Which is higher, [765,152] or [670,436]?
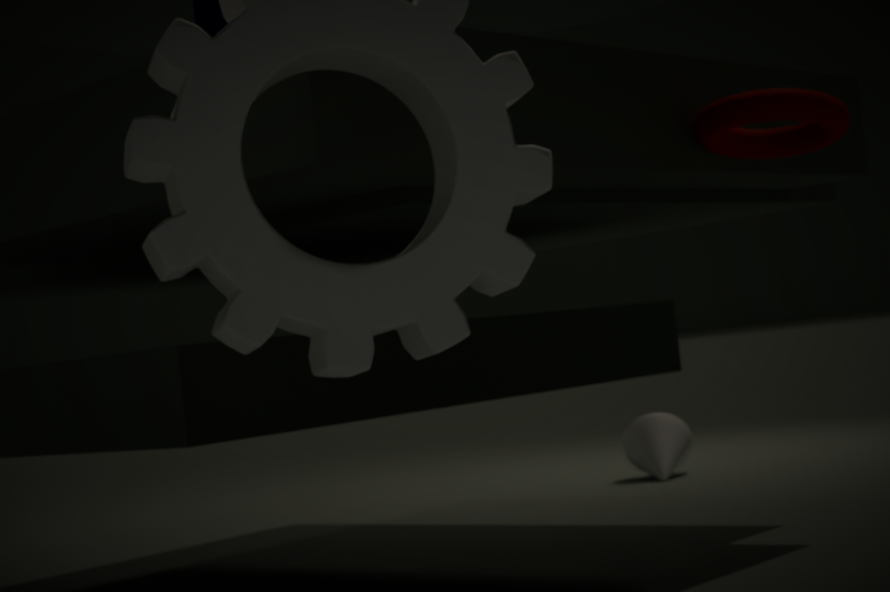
[765,152]
